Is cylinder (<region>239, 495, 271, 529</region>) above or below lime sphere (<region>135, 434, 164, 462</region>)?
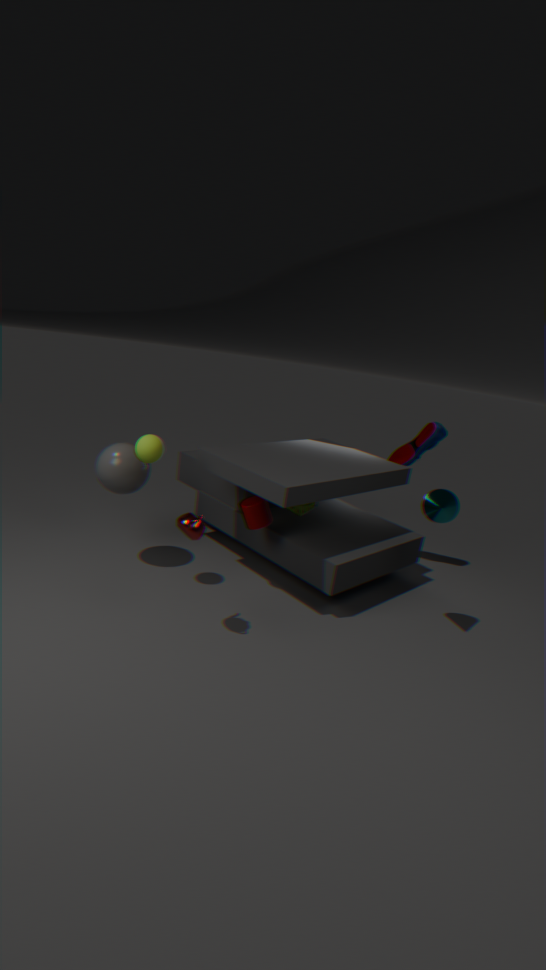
below
